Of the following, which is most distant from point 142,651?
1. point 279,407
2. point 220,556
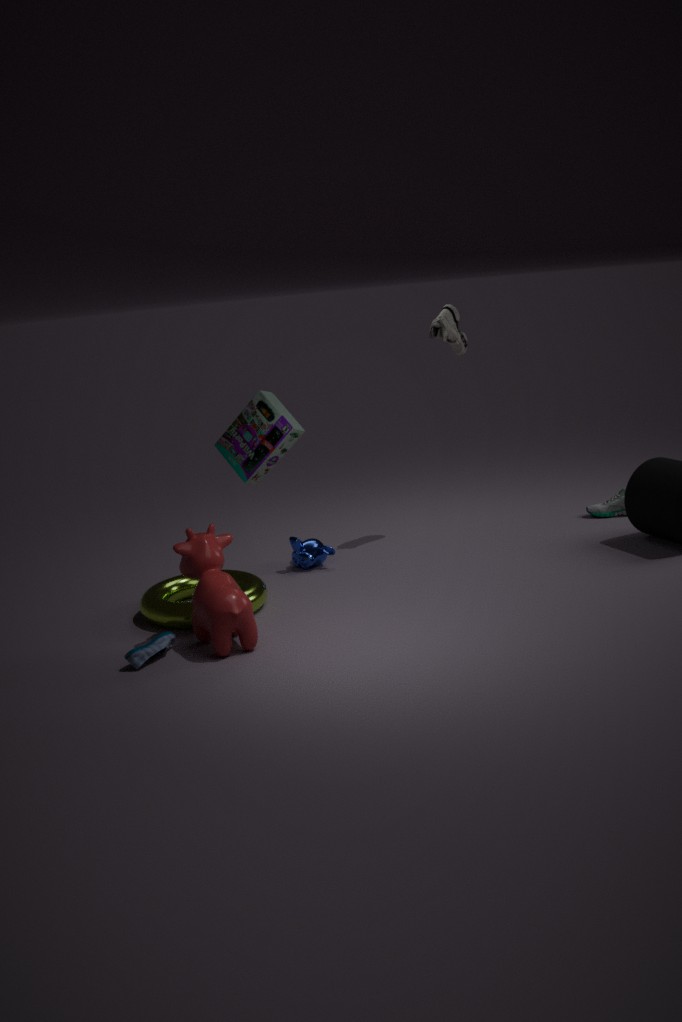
point 279,407
